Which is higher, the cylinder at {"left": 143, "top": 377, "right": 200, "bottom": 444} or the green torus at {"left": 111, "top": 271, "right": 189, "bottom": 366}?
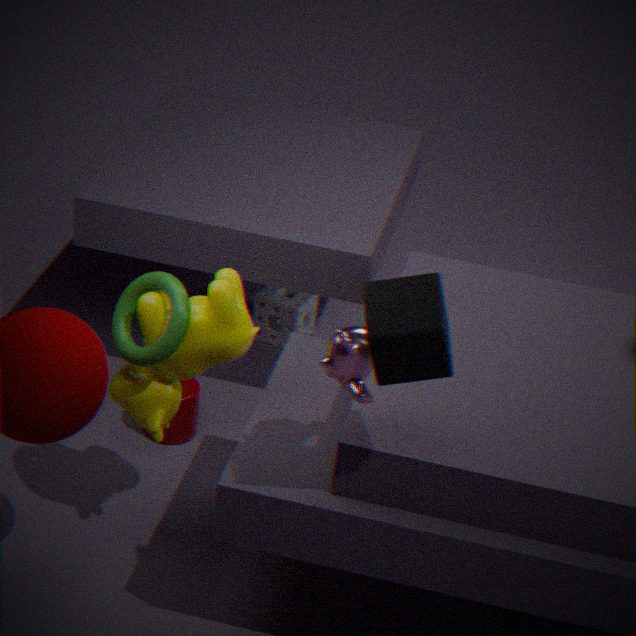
the green torus at {"left": 111, "top": 271, "right": 189, "bottom": 366}
